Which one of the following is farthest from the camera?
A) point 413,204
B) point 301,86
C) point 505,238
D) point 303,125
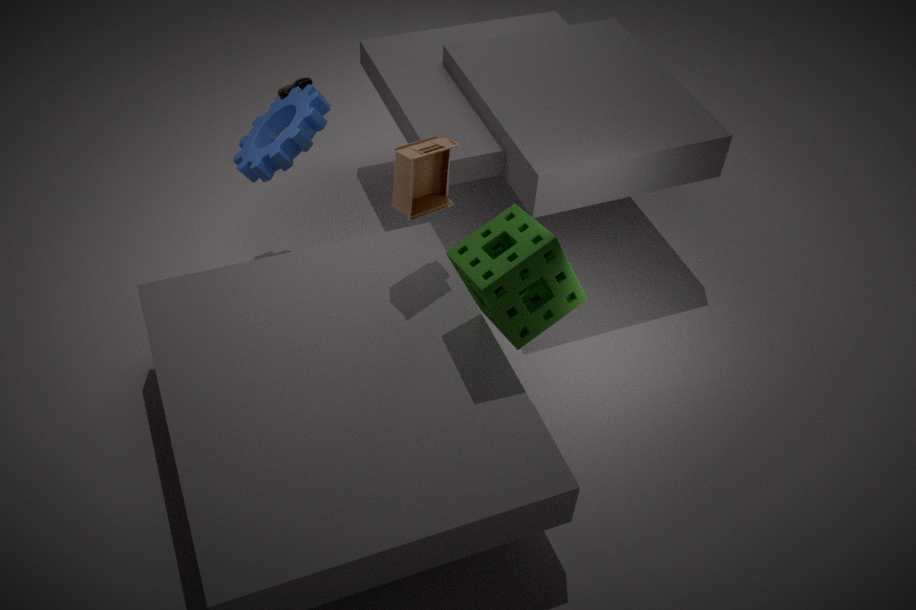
point 301,86
